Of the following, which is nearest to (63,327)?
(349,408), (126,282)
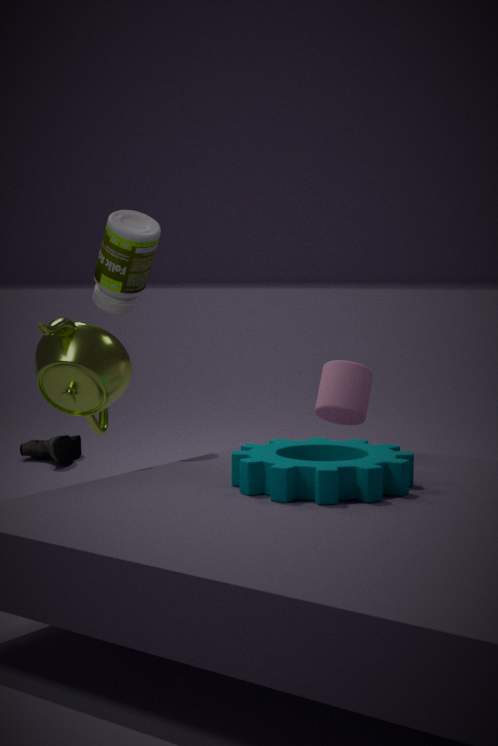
(126,282)
